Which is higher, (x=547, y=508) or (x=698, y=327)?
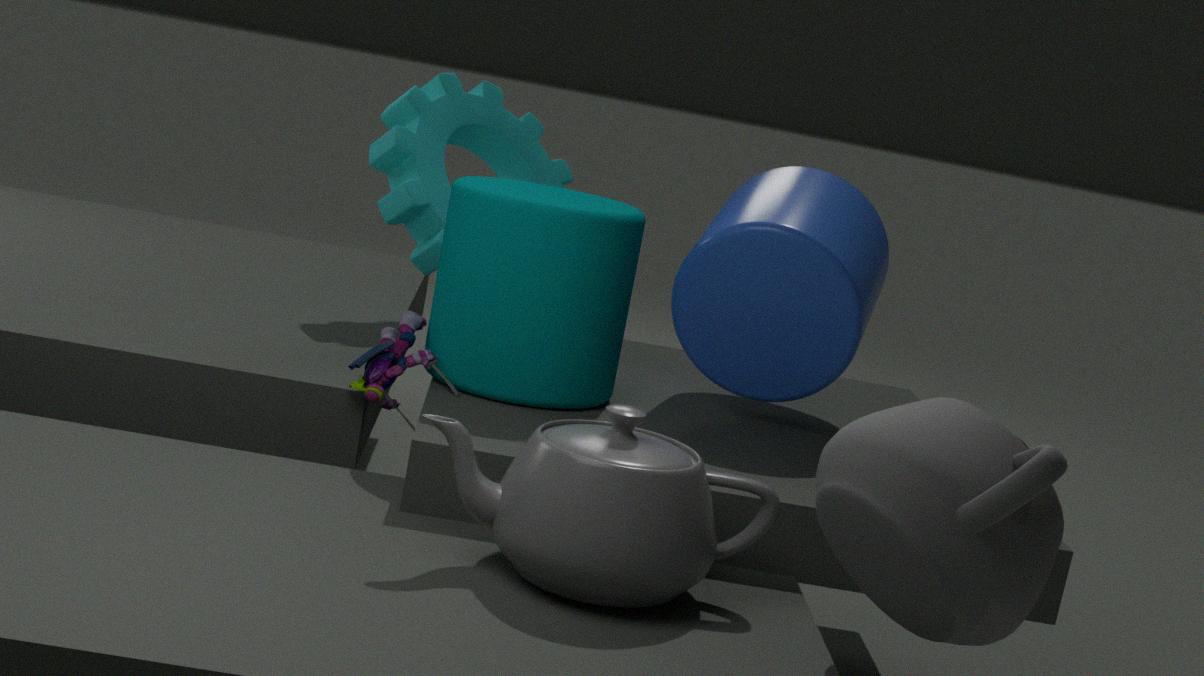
(x=698, y=327)
